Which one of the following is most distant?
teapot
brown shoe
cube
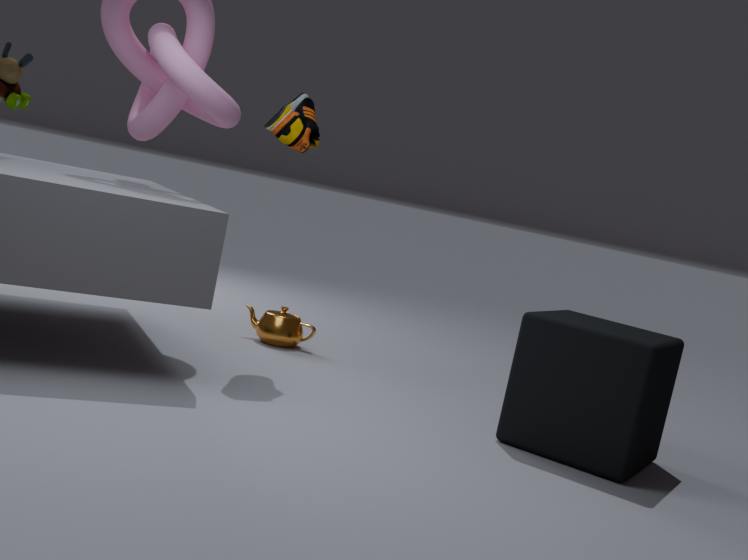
teapot
